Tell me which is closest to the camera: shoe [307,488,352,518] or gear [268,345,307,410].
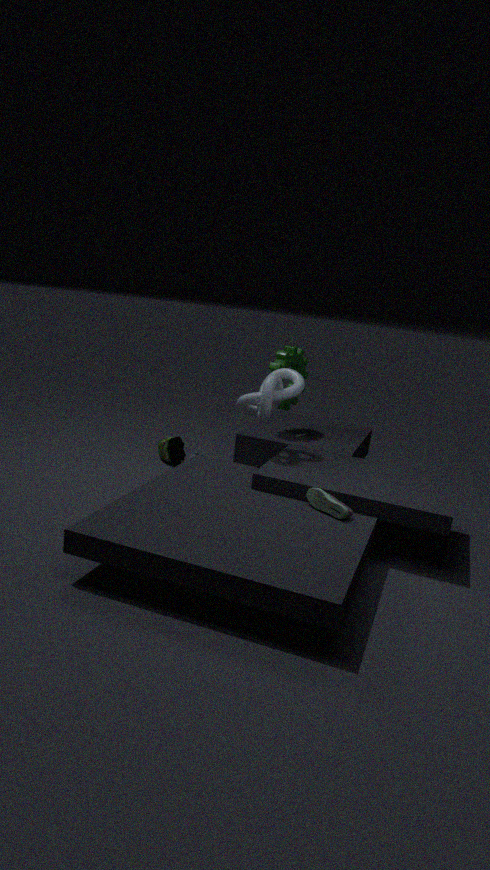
shoe [307,488,352,518]
